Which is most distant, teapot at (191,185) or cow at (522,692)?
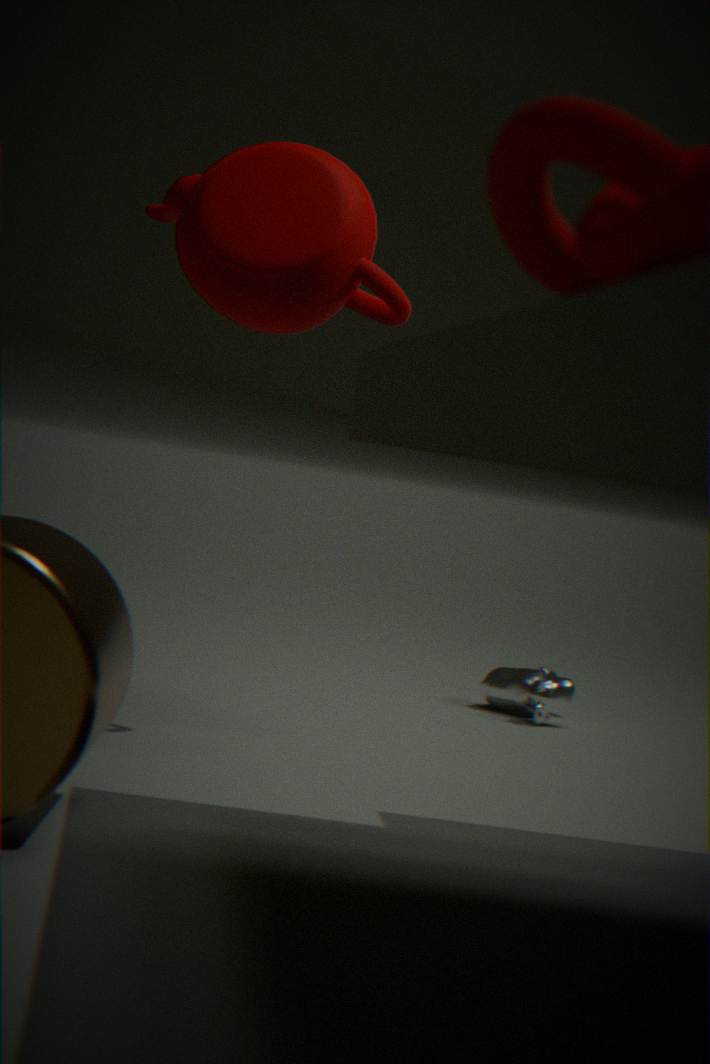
cow at (522,692)
